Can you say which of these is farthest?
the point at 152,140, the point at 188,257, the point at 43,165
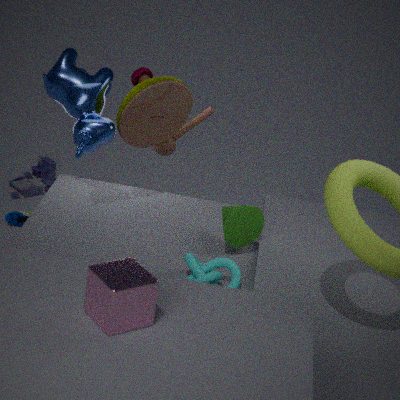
the point at 43,165
